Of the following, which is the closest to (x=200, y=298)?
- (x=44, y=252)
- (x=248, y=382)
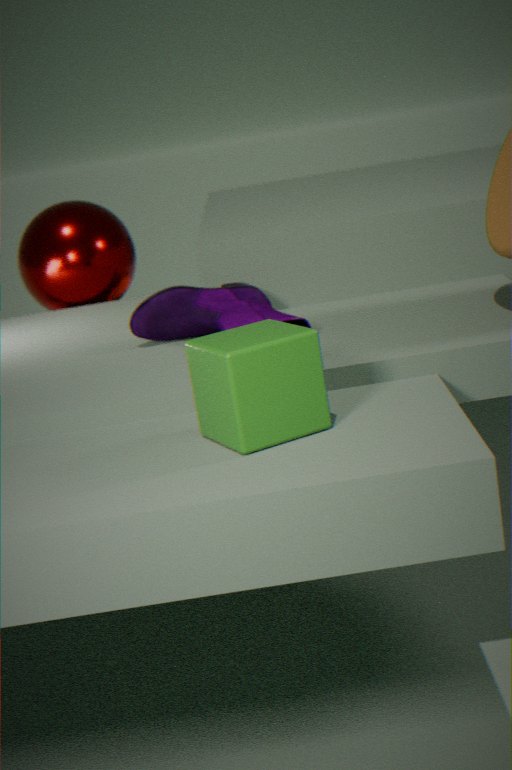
(x=248, y=382)
